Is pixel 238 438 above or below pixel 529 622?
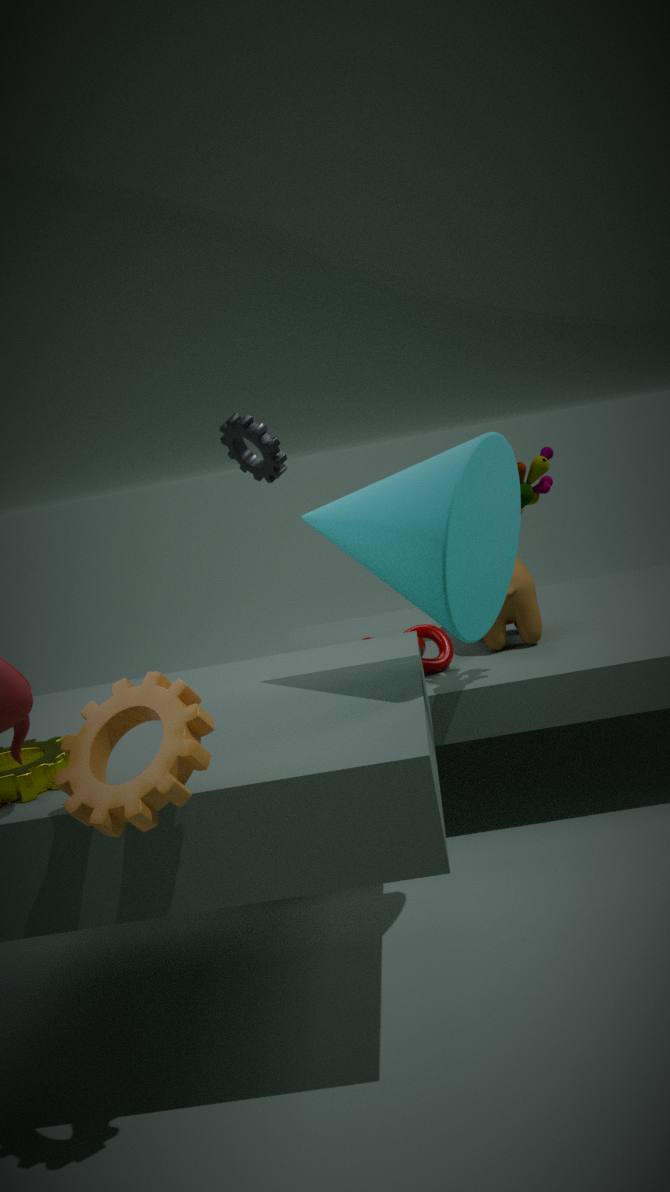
above
